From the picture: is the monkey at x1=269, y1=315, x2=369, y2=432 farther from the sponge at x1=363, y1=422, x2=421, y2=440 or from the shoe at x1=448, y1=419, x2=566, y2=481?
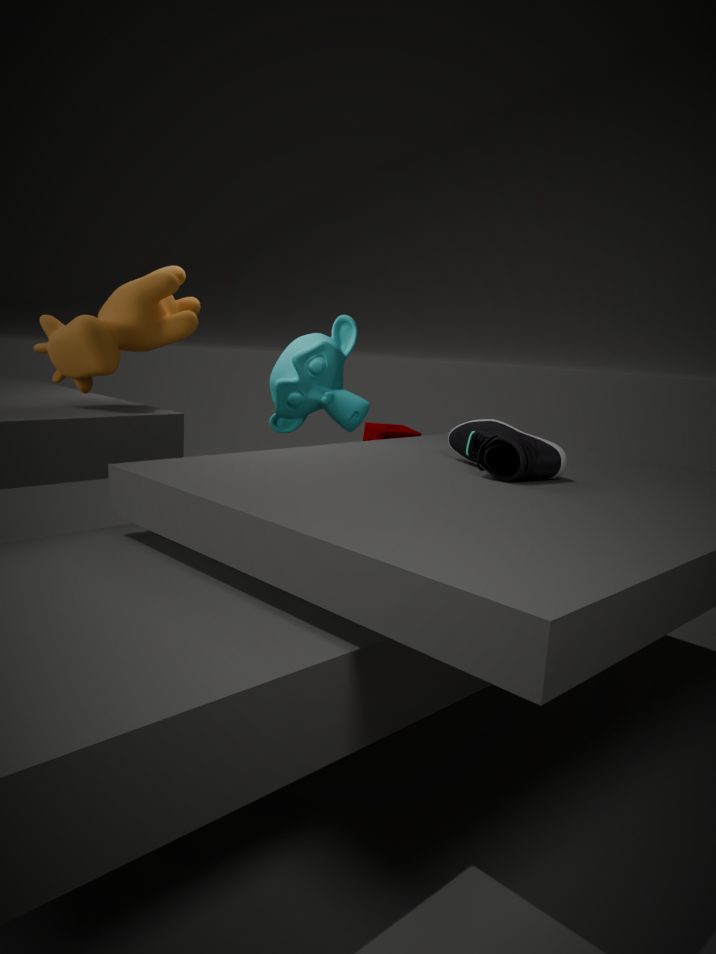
the shoe at x1=448, y1=419, x2=566, y2=481
